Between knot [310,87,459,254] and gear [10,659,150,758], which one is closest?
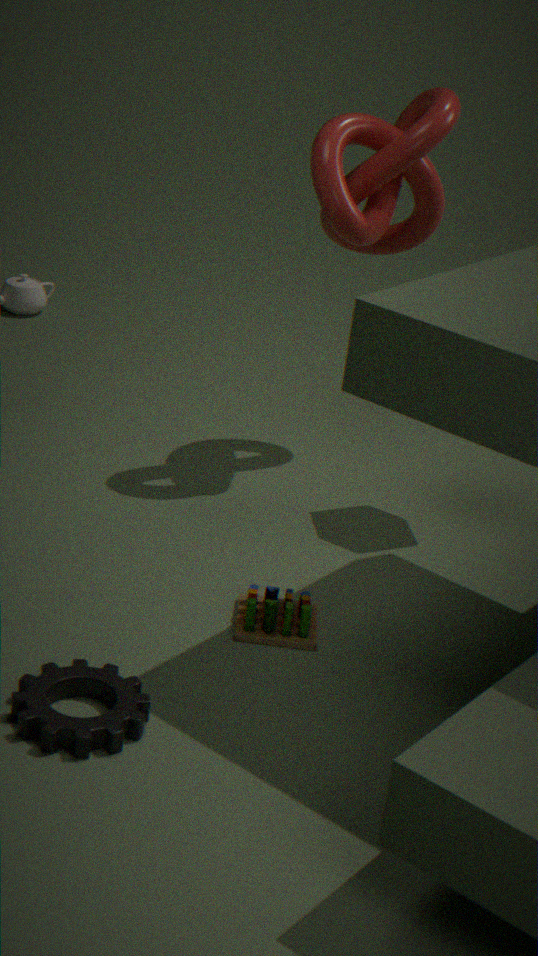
gear [10,659,150,758]
